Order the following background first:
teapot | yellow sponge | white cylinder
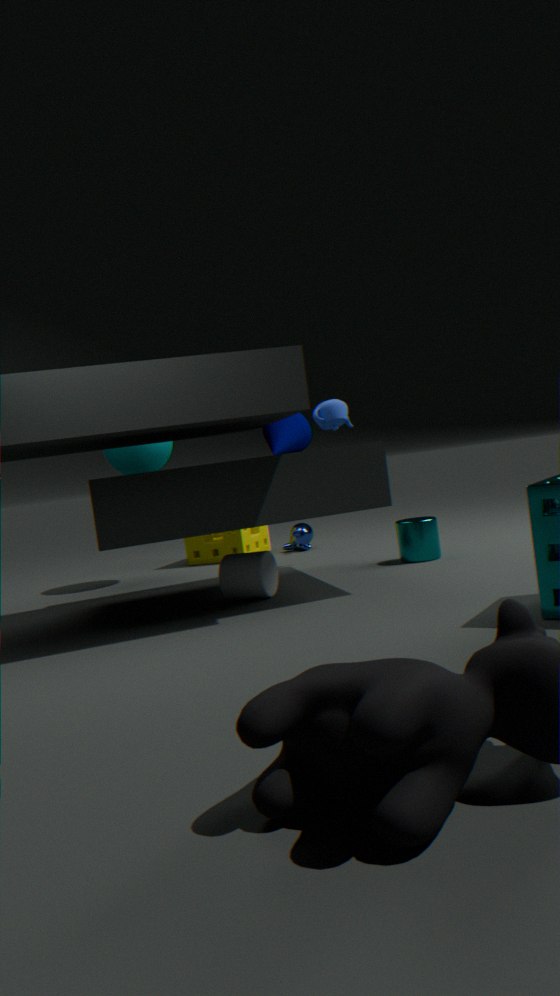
yellow sponge < teapot < white cylinder
